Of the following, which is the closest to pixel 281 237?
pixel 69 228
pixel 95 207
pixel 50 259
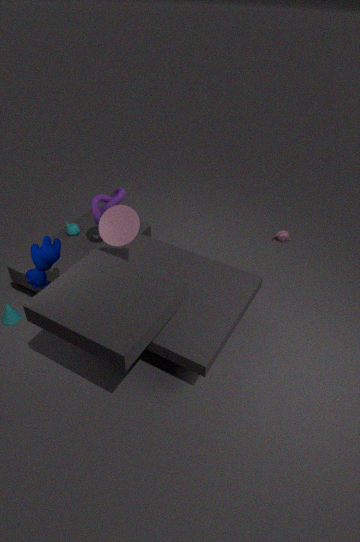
pixel 95 207
